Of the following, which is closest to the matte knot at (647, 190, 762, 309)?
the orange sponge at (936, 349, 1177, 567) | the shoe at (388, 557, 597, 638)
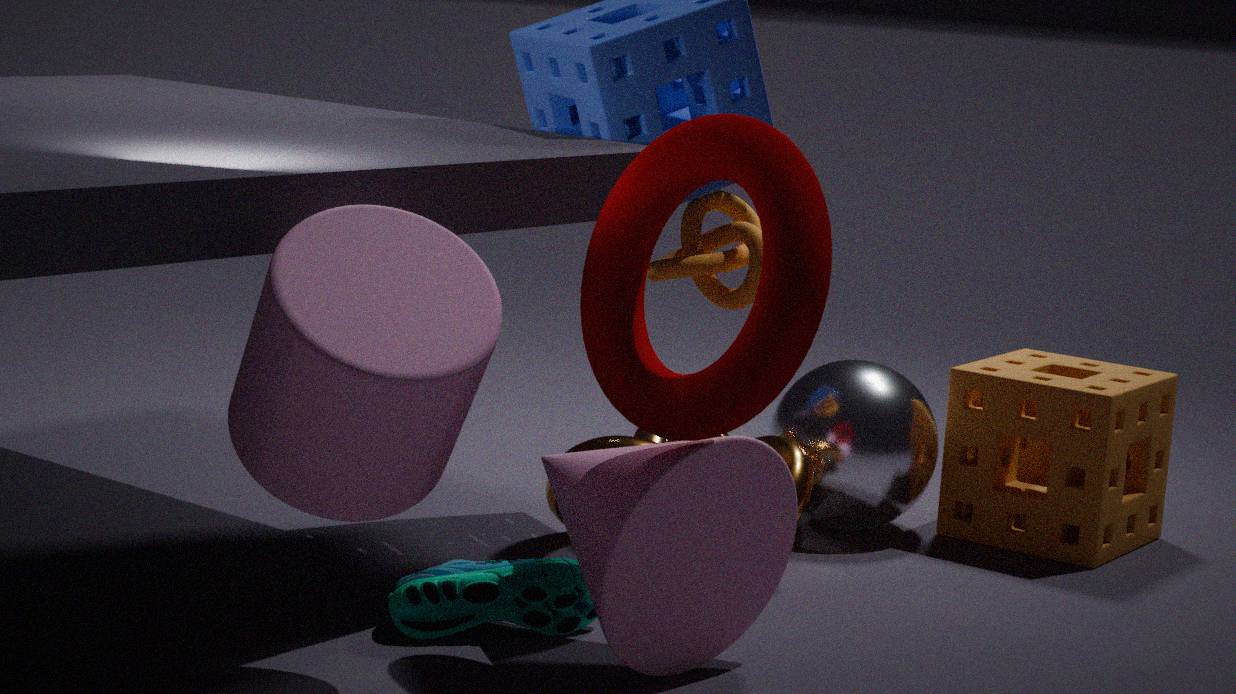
the orange sponge at (936, 349, 1177, 567)
